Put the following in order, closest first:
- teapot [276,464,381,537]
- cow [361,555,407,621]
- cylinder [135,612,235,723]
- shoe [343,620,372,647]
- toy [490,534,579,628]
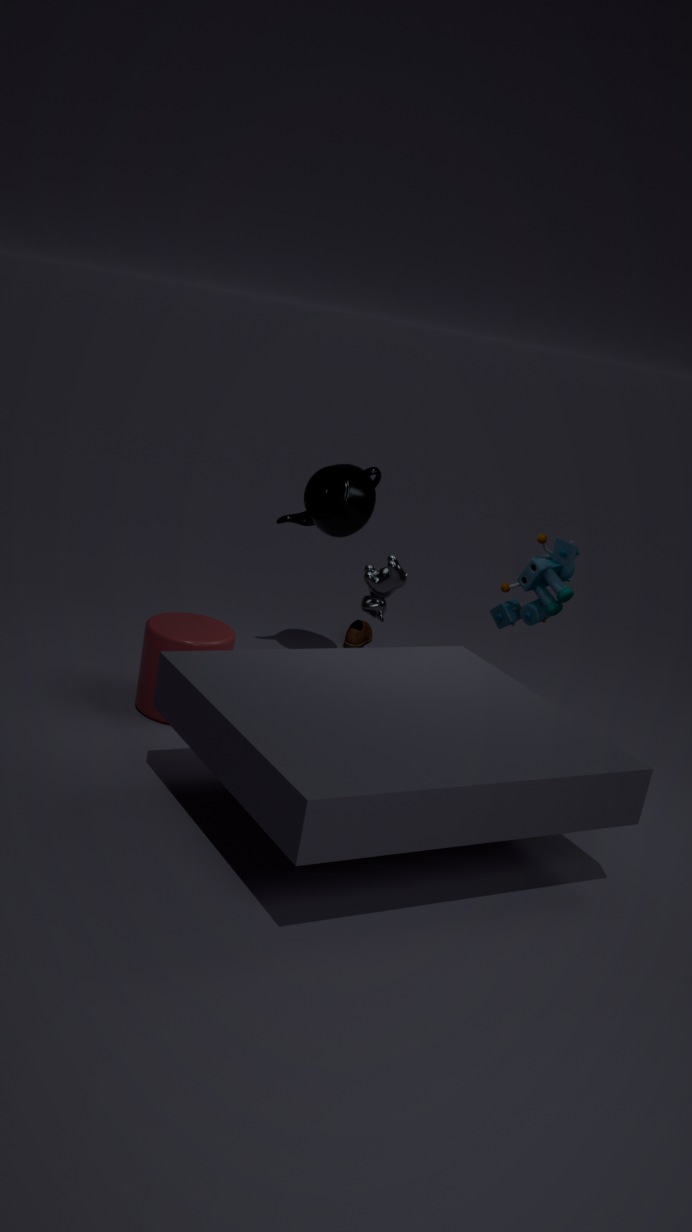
cow [361,555,407,621] → cylinder [135,612,235,723] → toy [490,534,579,628] → teapot [276,464,381,537] → shoe [343,620,372,647]
